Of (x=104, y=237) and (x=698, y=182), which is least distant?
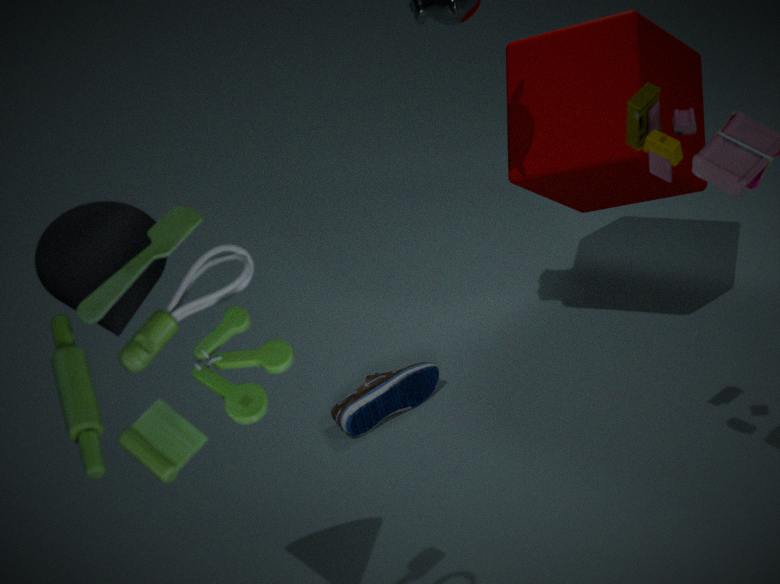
(x=104, y=237)
